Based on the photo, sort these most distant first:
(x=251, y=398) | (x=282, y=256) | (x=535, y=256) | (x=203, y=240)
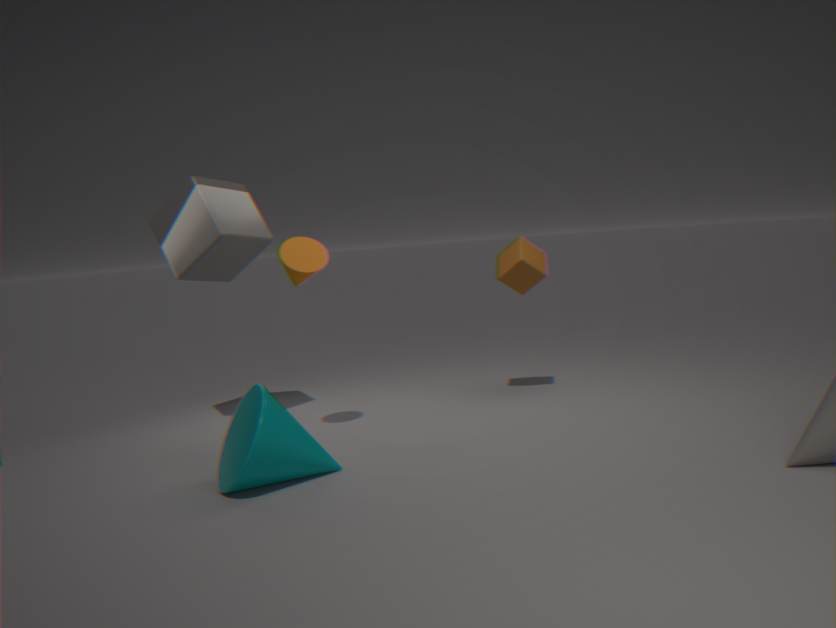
(x=535, y=256), (x=203, y=240), (x=282, y=256), (x=251, y=398)
